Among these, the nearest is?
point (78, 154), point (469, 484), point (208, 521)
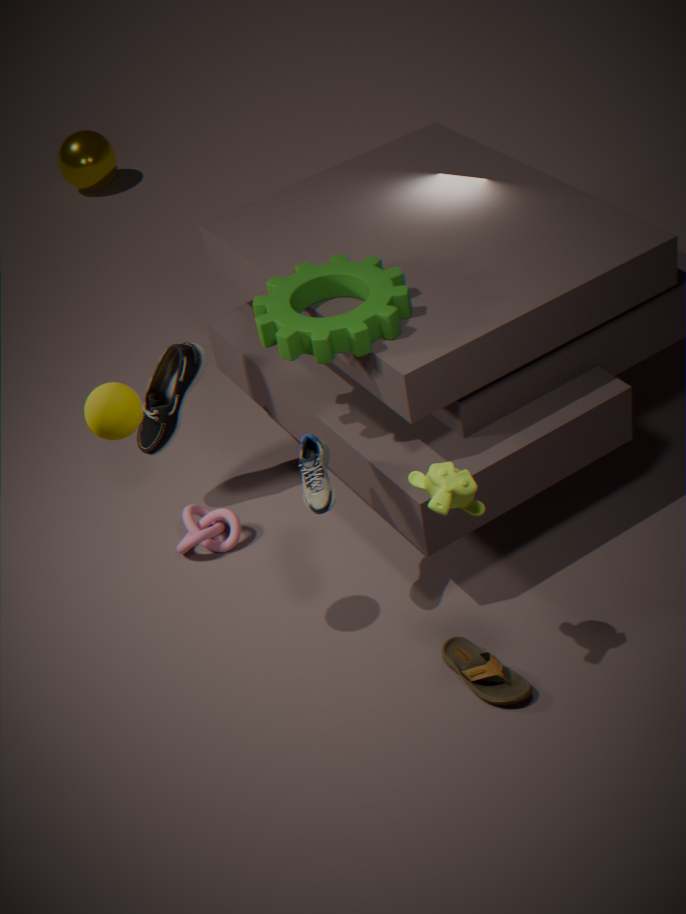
point (469, 484)
